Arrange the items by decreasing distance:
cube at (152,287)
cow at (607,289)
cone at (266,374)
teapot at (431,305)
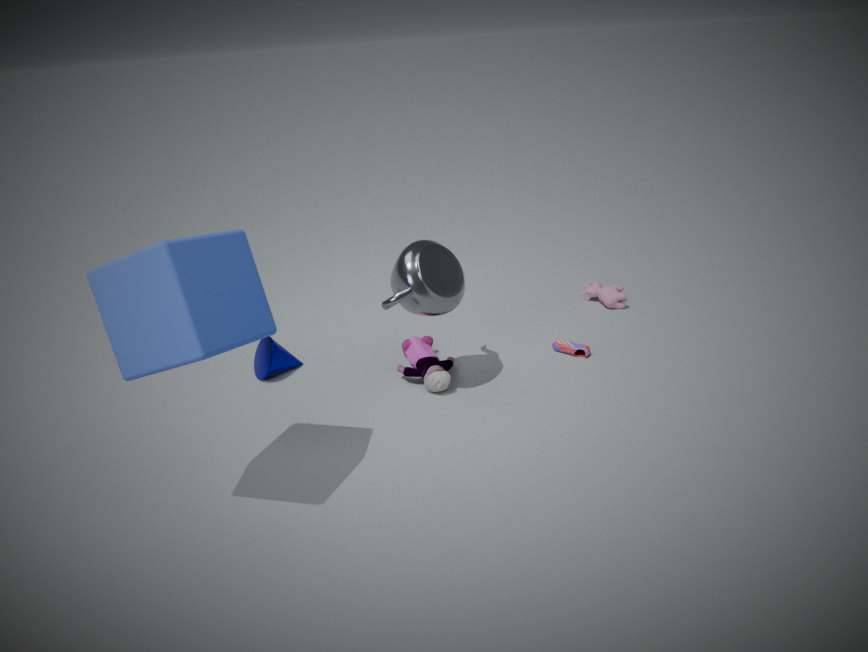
cow at (607,289)
cone at (266,374)
teapot at (431,305)
cube at (152,287)
